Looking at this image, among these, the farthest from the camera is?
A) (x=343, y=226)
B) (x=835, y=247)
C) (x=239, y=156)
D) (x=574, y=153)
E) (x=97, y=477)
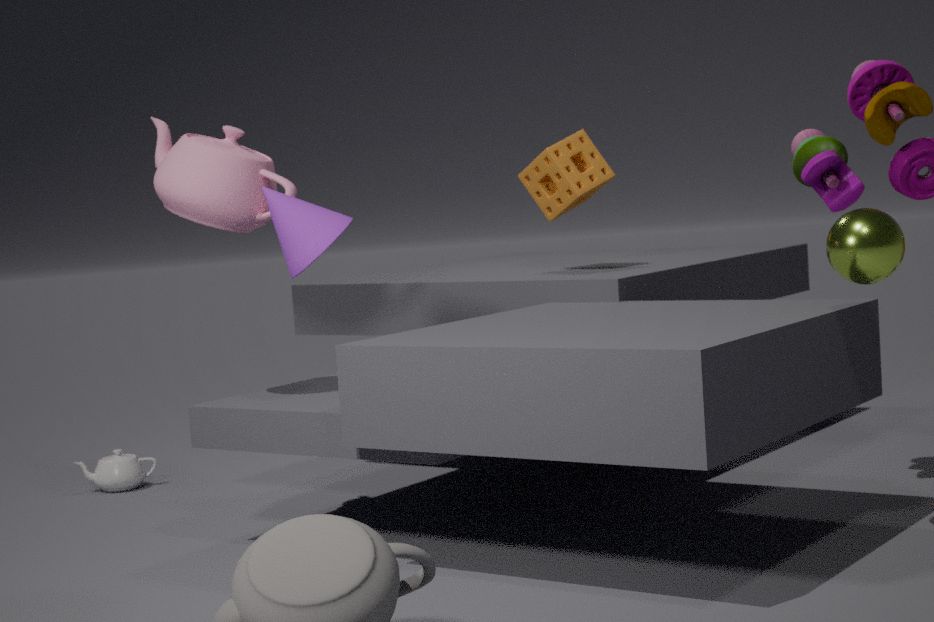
(x=97, y=477)
